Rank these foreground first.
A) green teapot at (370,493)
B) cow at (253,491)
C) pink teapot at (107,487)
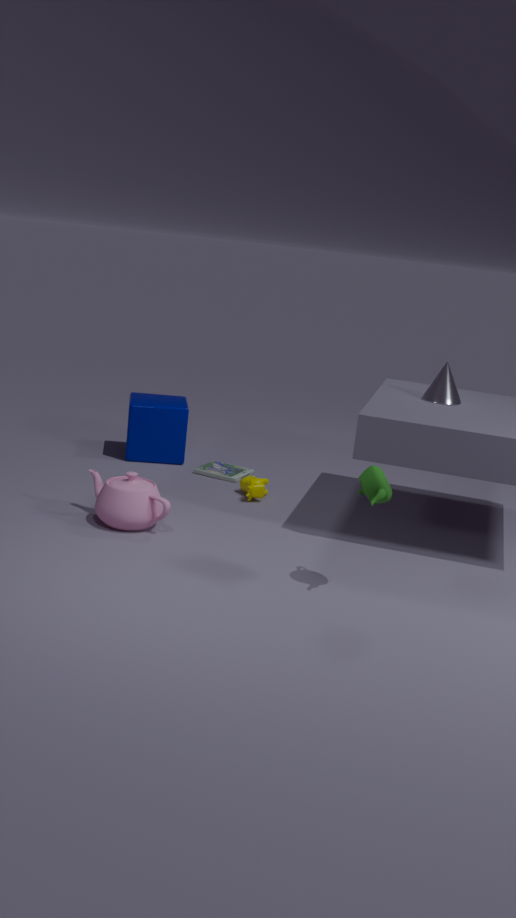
A. green teapot at (370,493) → C. pink teapot at (107,487) → B. cow at (253,491)
